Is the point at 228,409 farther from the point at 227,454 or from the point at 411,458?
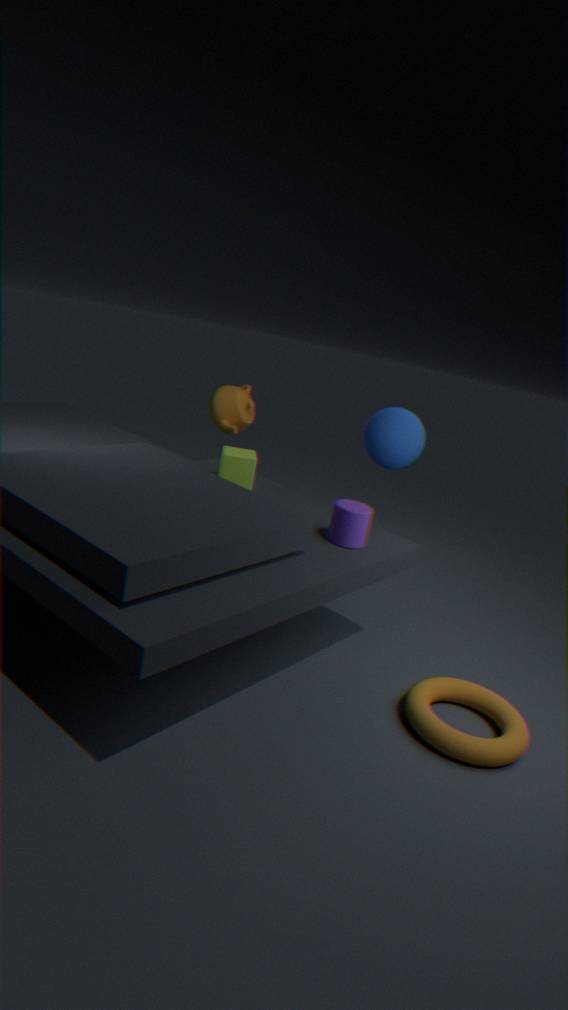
the point at 411,458
